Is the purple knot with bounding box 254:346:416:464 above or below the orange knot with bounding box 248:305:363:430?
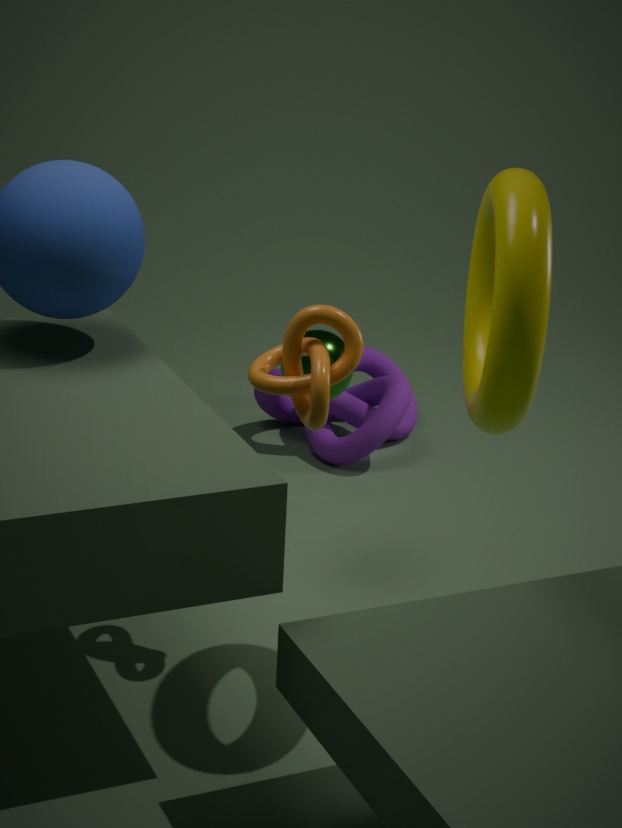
below
